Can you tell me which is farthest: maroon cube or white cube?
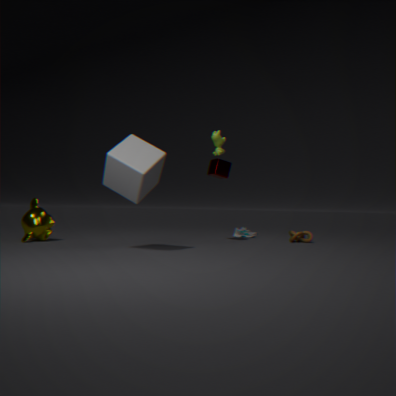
maroon cube
